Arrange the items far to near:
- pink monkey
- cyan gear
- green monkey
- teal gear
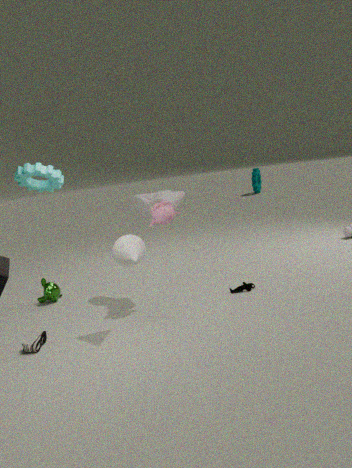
1. teal gear
2. green monkey
3. pink monkey
4. cyan gear
